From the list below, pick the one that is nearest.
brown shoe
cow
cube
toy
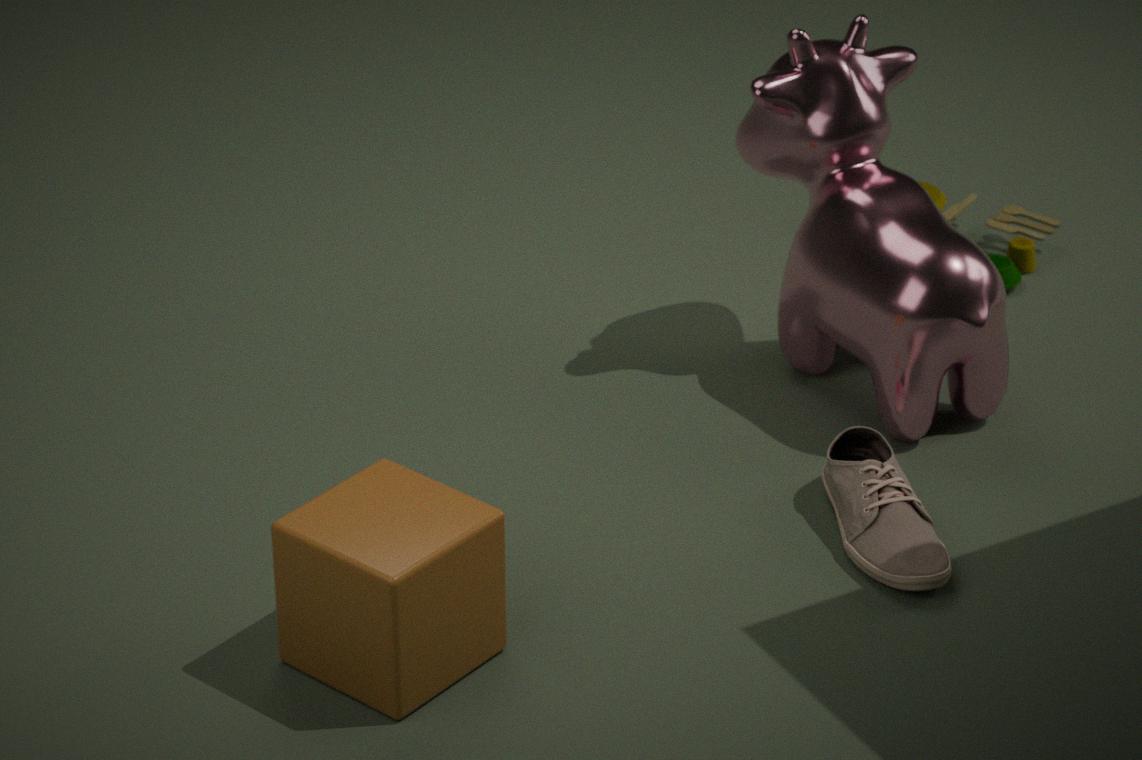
cube
